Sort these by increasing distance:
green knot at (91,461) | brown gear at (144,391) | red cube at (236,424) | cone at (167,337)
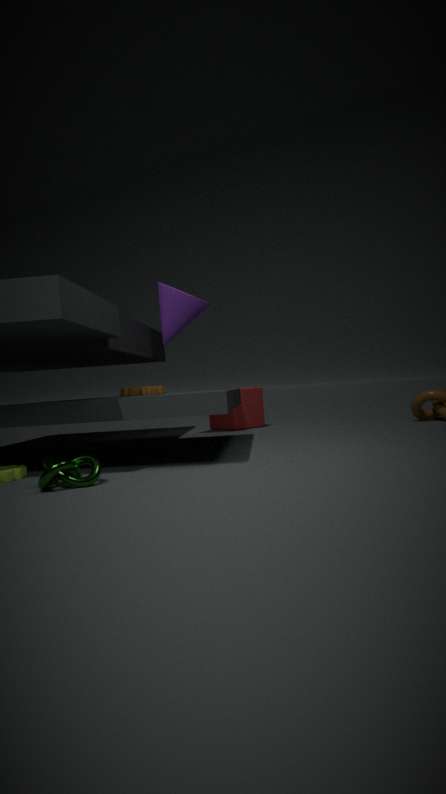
1. green knot at (91,461)
2. brown gear at (144,391)
3. cone at (167,337)
4. red cube at (236,424)
